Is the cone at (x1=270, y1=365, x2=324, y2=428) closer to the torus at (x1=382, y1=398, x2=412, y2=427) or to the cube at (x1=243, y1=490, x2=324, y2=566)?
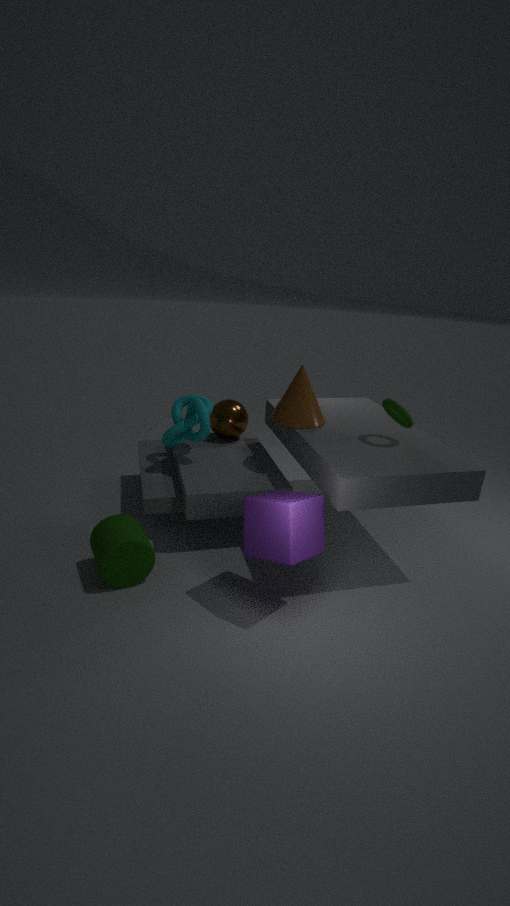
the torus at (x1=382, y1=398, x2=412, y2=427)
